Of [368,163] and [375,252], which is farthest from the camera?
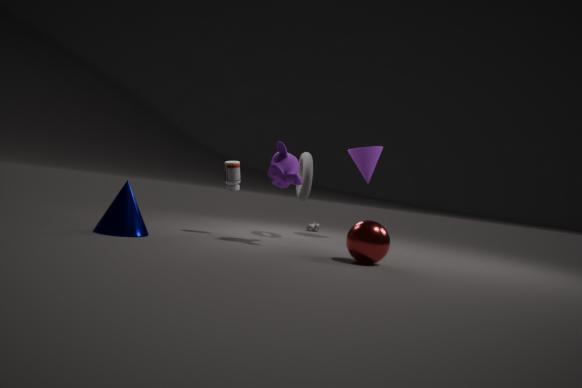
[368,163]
